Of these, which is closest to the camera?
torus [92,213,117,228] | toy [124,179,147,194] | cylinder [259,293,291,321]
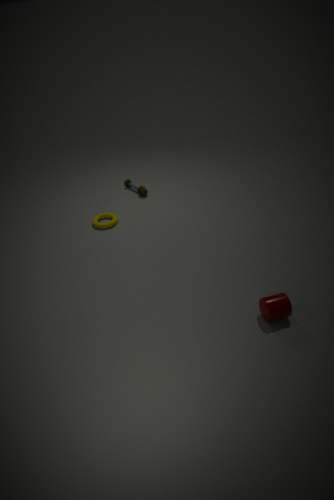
cylinder [259,293,291,321]
